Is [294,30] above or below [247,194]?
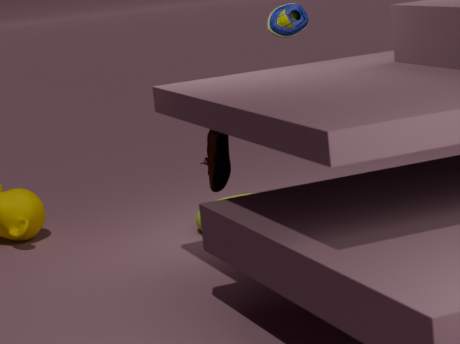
above
